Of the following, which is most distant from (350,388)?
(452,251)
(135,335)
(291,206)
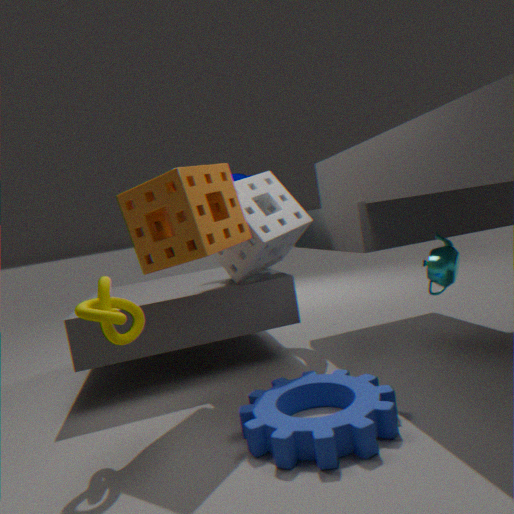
(291,206)
